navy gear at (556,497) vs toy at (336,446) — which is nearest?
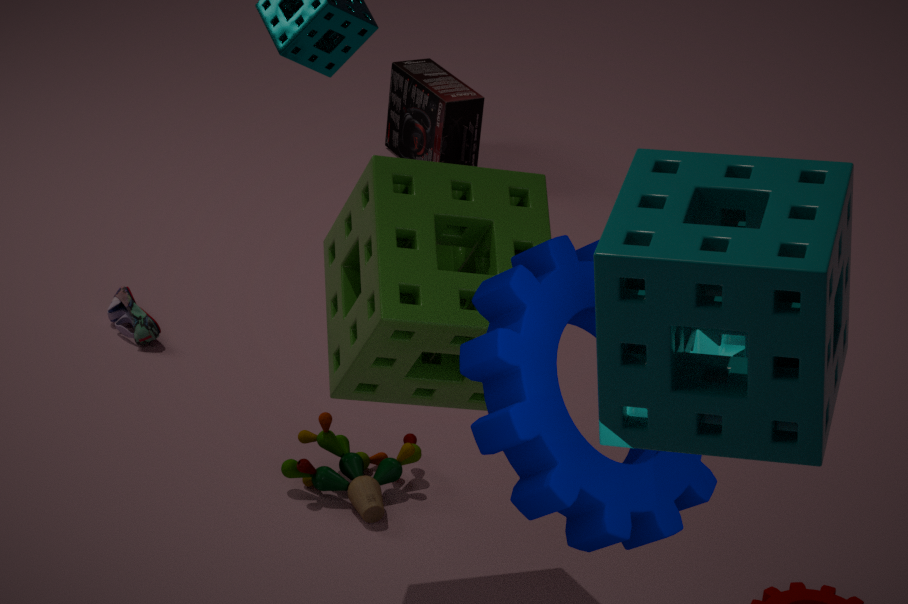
navy gear at (556,497)
